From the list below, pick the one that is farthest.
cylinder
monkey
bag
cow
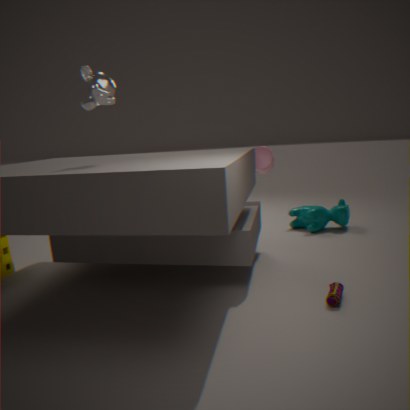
cow
